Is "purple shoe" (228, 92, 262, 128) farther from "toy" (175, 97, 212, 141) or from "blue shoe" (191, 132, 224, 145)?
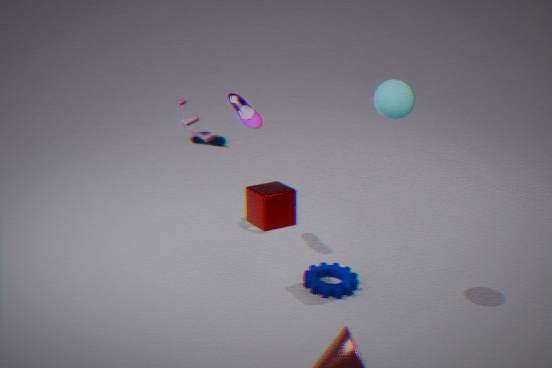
"blue shoe" (191, 132, 224, 145)
